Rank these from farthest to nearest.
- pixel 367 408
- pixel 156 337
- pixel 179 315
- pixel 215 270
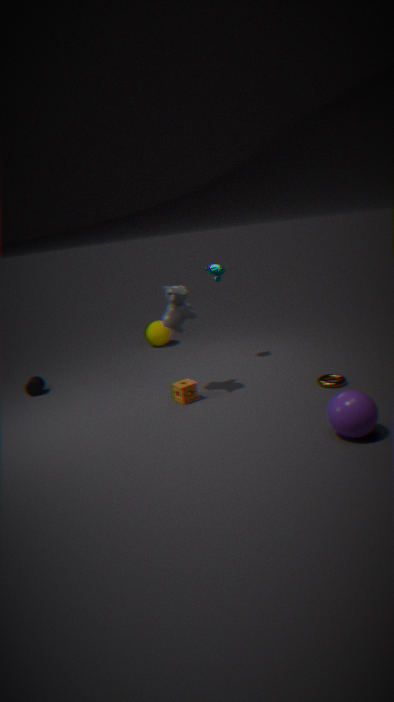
pixel 156 337 < pixel 215 270 < pixel 179 315 < pixel 367 408
